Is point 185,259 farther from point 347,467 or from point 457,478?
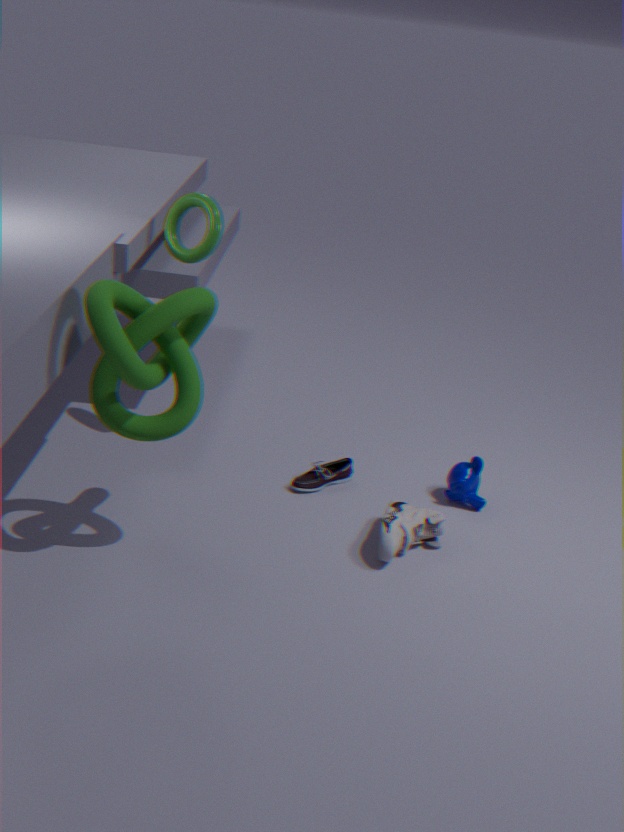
point 457,478
